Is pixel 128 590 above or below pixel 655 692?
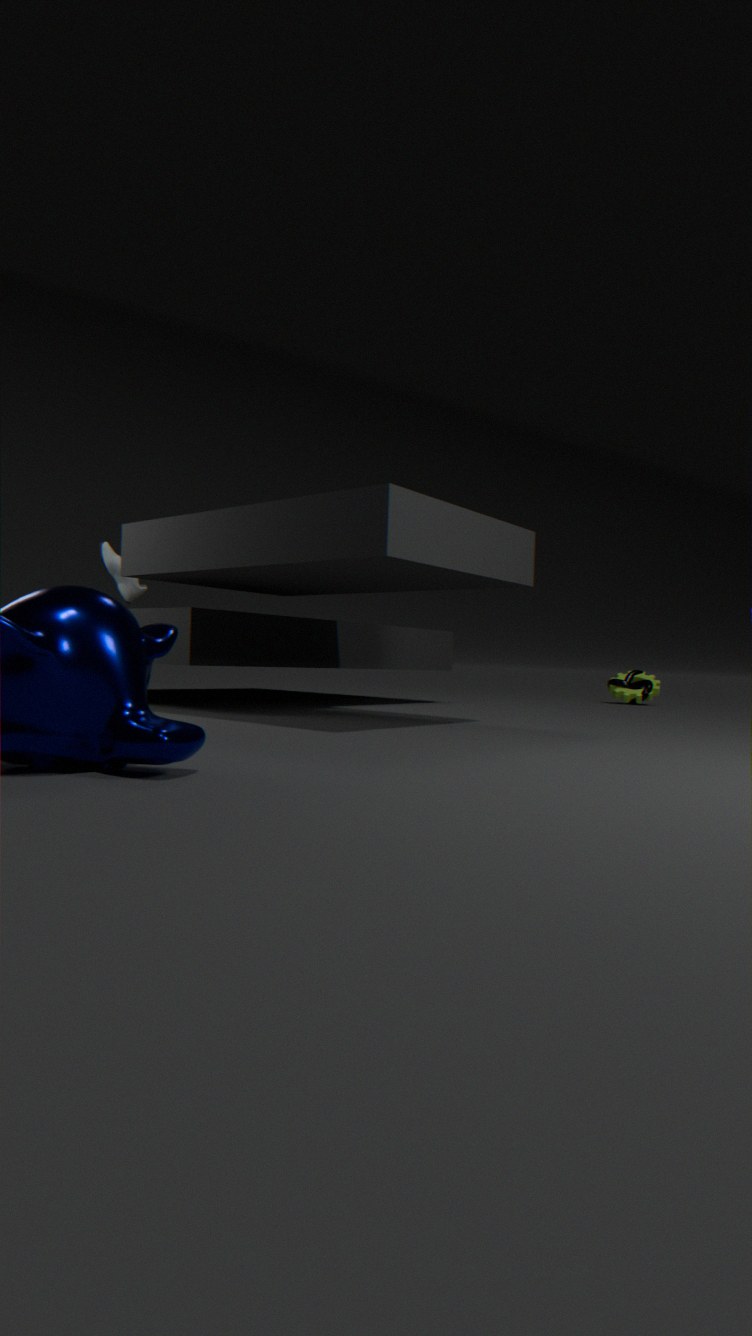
above
